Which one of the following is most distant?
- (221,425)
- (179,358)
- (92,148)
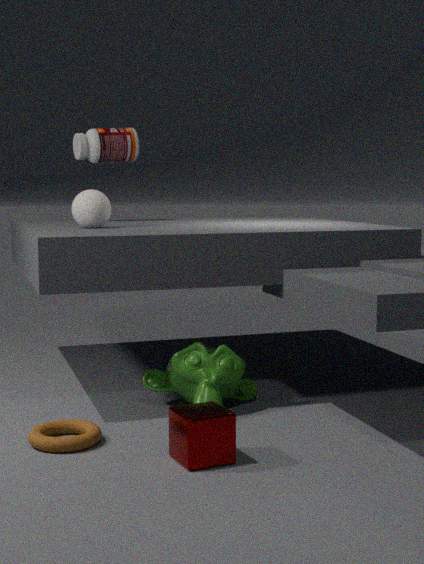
(92,148)
